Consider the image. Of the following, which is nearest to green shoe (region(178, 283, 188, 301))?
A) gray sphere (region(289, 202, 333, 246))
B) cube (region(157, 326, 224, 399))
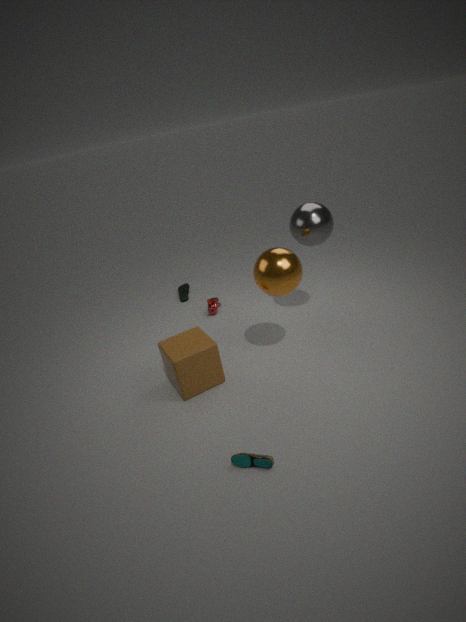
cube (region(157, 326, 224, 399))
